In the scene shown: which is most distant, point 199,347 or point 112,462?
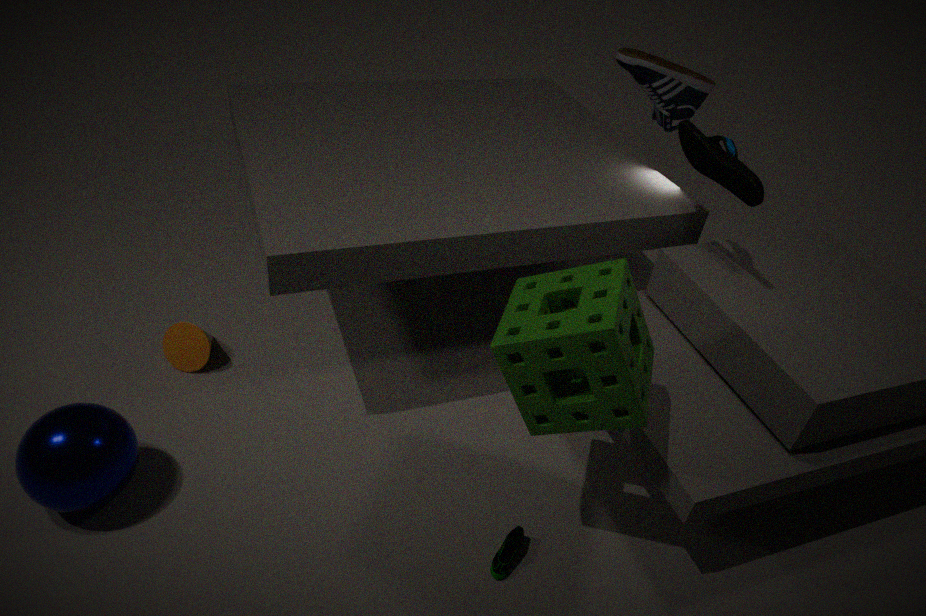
point 199,347
